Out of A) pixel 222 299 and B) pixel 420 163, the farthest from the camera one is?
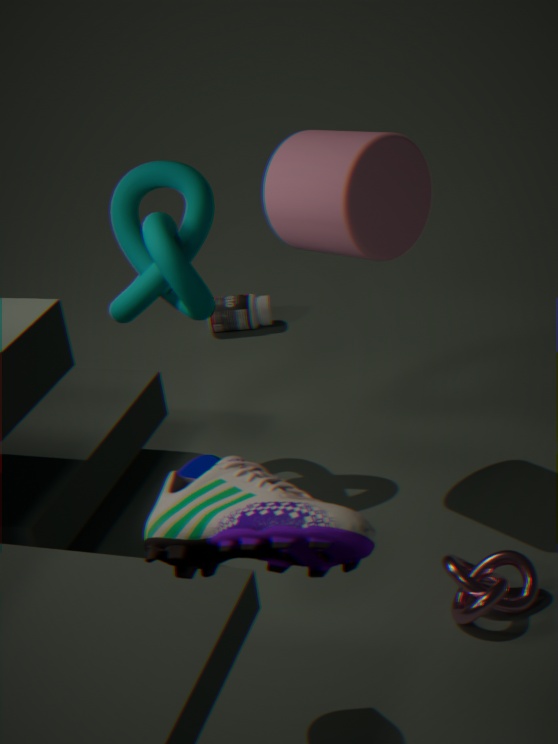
A. pixel 222 299
